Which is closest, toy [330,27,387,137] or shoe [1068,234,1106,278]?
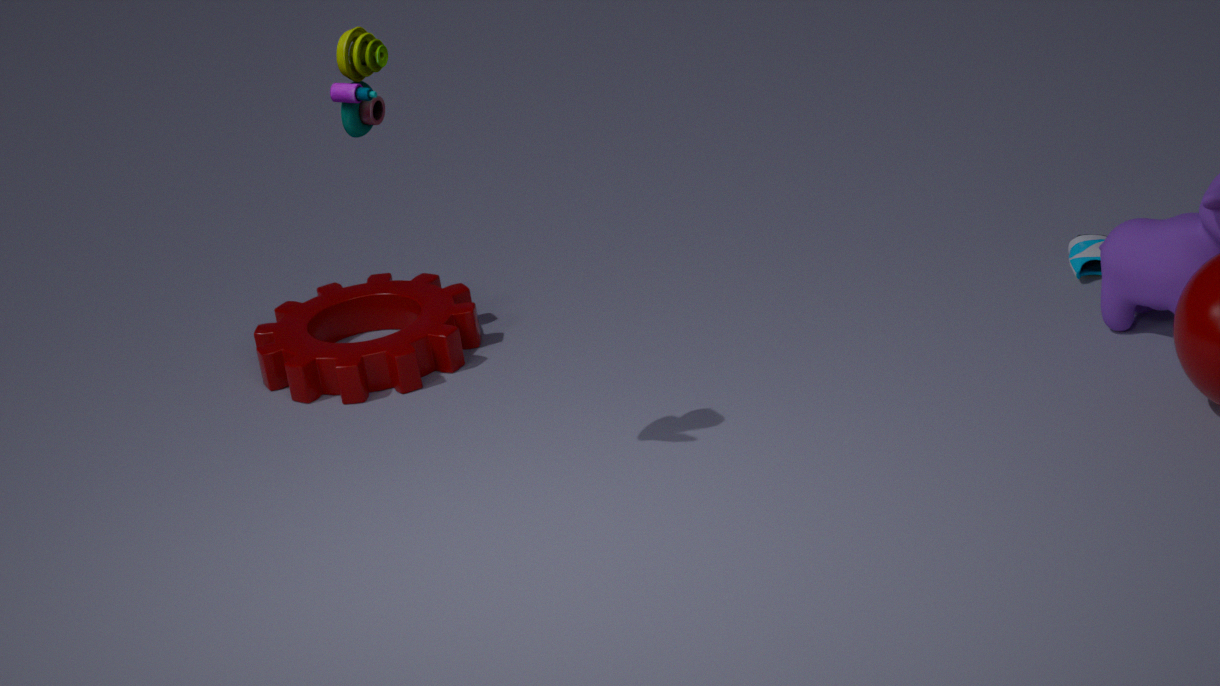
toy [330,27,387,137]
